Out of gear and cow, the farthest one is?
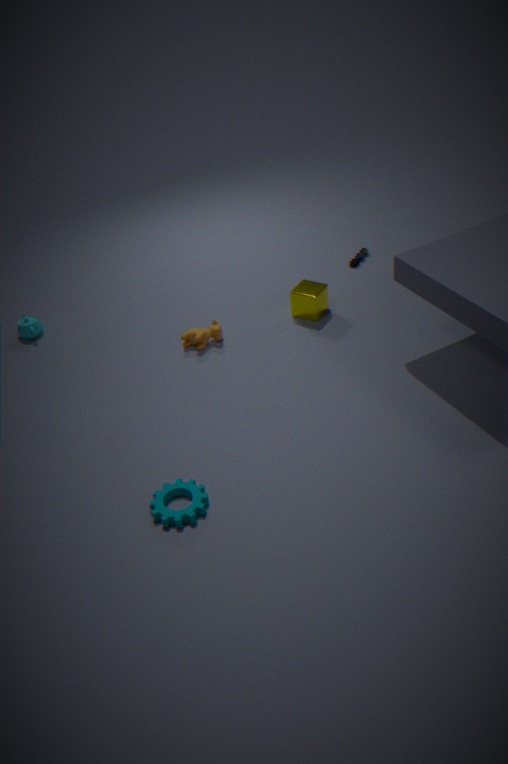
cow
